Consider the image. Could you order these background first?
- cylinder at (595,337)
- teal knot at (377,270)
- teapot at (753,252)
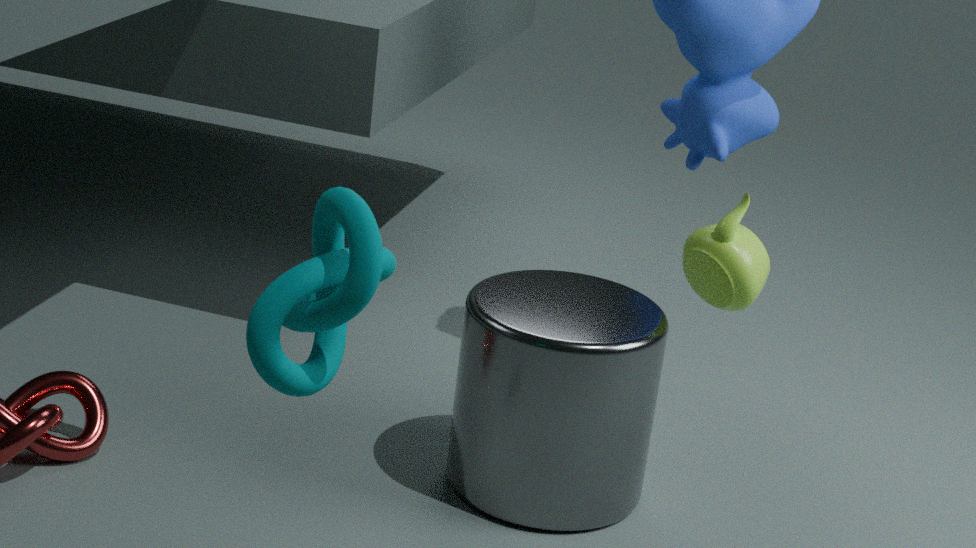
teapot at (753,252), cylinder at (595,337), teal knot at (377,270)
